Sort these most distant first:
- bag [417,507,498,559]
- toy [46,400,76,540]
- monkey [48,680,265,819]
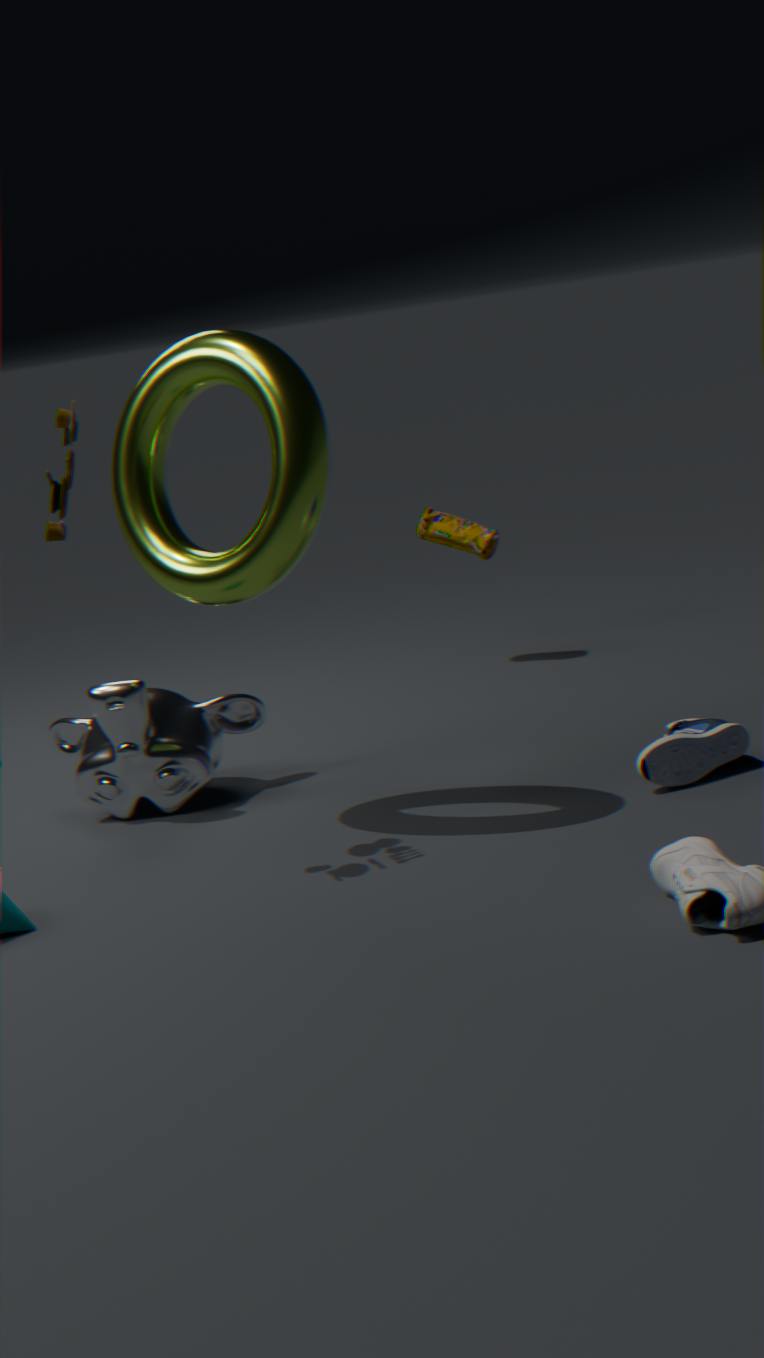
1. bag [417,507,498,559]
2. monkey [48,680,265,819]
3. toy [46,400,76,540]
